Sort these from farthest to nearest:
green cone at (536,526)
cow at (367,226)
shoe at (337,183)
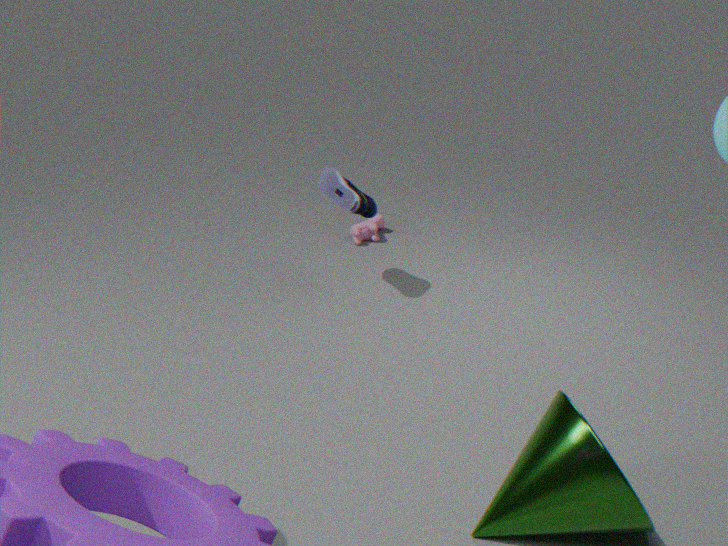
cow at (367,226), shoe at (337,183), green cone at (536,526)
